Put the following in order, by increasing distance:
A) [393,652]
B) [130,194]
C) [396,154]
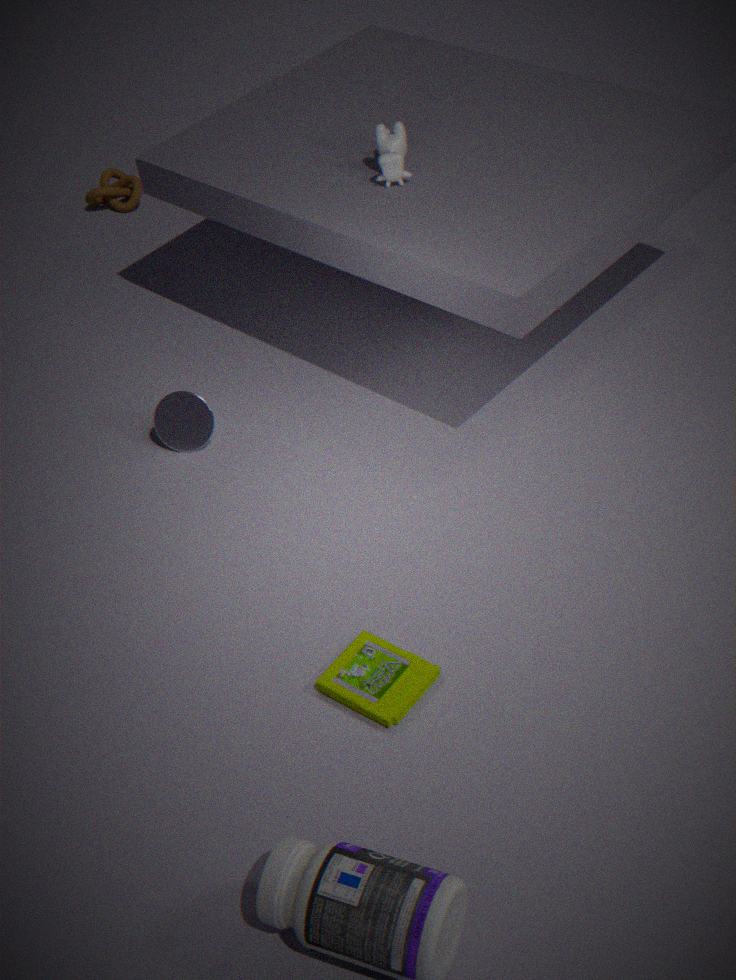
1. A. [393,652]
2. C. [396,154]
3. B. [130,194]
